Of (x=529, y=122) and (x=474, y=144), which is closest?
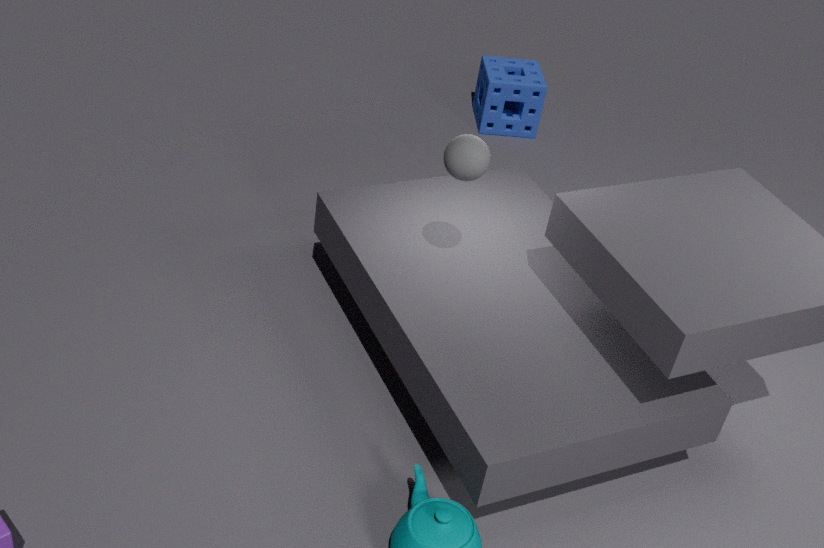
(x=474, y=144)
